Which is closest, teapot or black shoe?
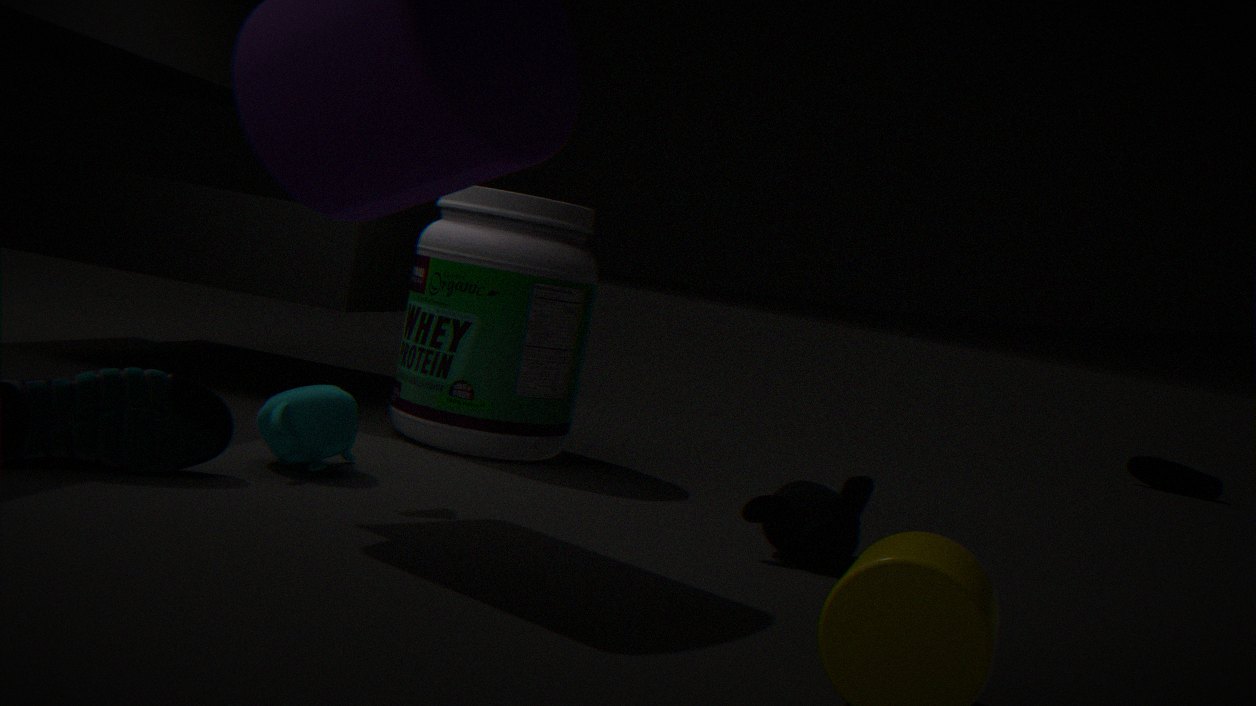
teapot
